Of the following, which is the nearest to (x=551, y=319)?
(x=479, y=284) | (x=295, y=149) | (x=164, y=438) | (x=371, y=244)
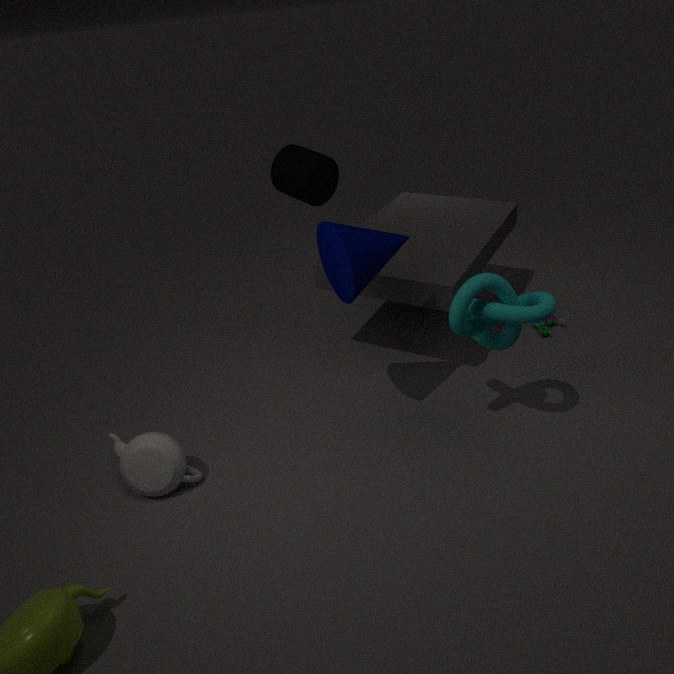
(x=479, y=284)
